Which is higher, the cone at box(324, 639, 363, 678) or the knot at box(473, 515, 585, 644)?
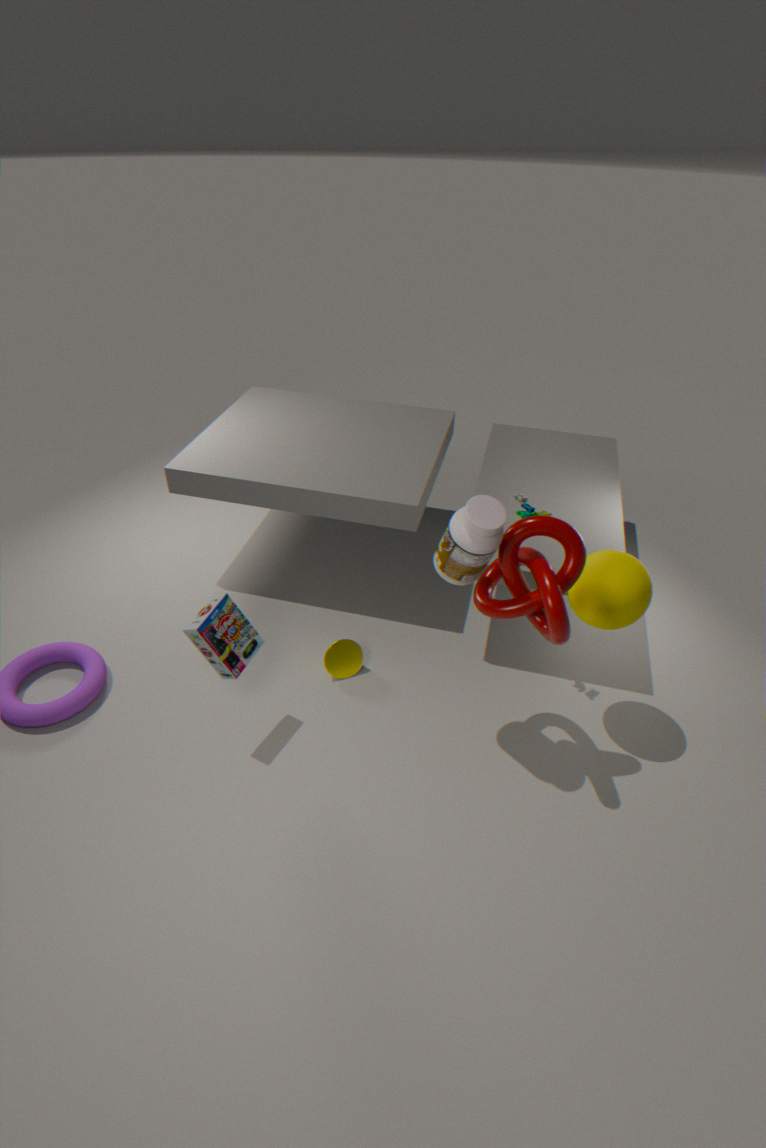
the knot at box(473, 515, 585, 644)
